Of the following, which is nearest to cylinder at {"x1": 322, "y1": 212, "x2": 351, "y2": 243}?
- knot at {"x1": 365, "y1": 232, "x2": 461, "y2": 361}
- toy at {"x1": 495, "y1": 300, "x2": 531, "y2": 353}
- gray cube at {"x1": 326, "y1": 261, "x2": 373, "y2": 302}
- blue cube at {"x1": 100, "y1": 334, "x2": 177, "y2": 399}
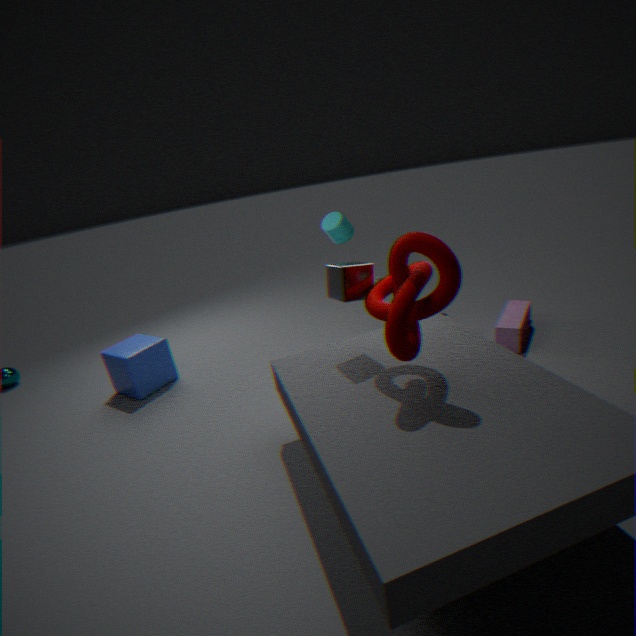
gray cube at {"x1": 326, "y1": 261, "x2": 373, "y2": 302}
